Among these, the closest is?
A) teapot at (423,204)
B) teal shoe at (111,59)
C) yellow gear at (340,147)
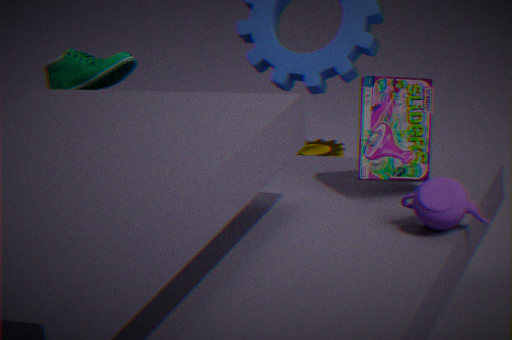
teapot at (423,204)
